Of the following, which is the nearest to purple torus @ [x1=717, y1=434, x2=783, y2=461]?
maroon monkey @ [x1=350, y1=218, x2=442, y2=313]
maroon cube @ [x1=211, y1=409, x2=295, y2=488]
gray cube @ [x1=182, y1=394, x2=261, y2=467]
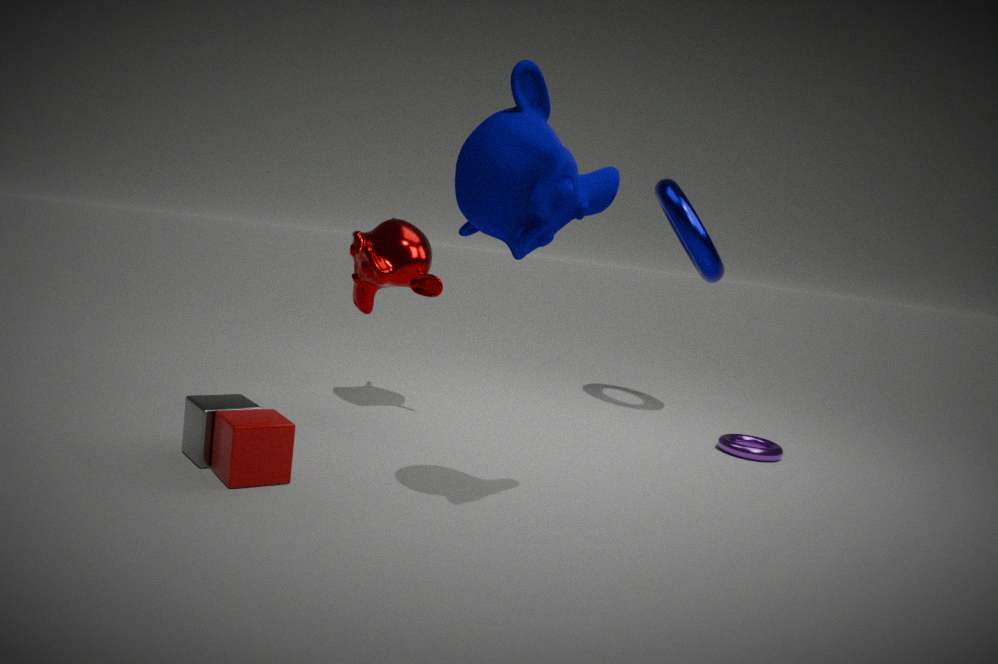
maroon monkey @ [x1=350, y1=218, x2=442, y2=313]
